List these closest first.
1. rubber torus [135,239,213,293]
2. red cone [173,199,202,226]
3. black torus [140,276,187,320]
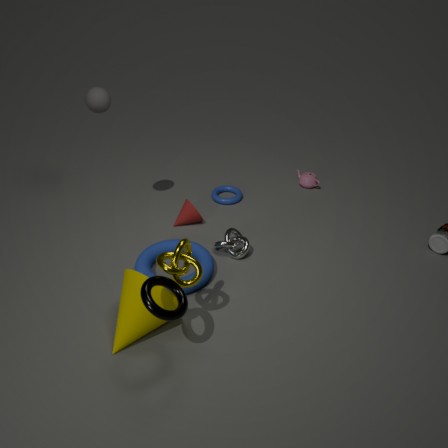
1. black torus [140,276,187,320]
2. rubber torus [135,239,213,293]
3. red cone [173,199,202,226]
